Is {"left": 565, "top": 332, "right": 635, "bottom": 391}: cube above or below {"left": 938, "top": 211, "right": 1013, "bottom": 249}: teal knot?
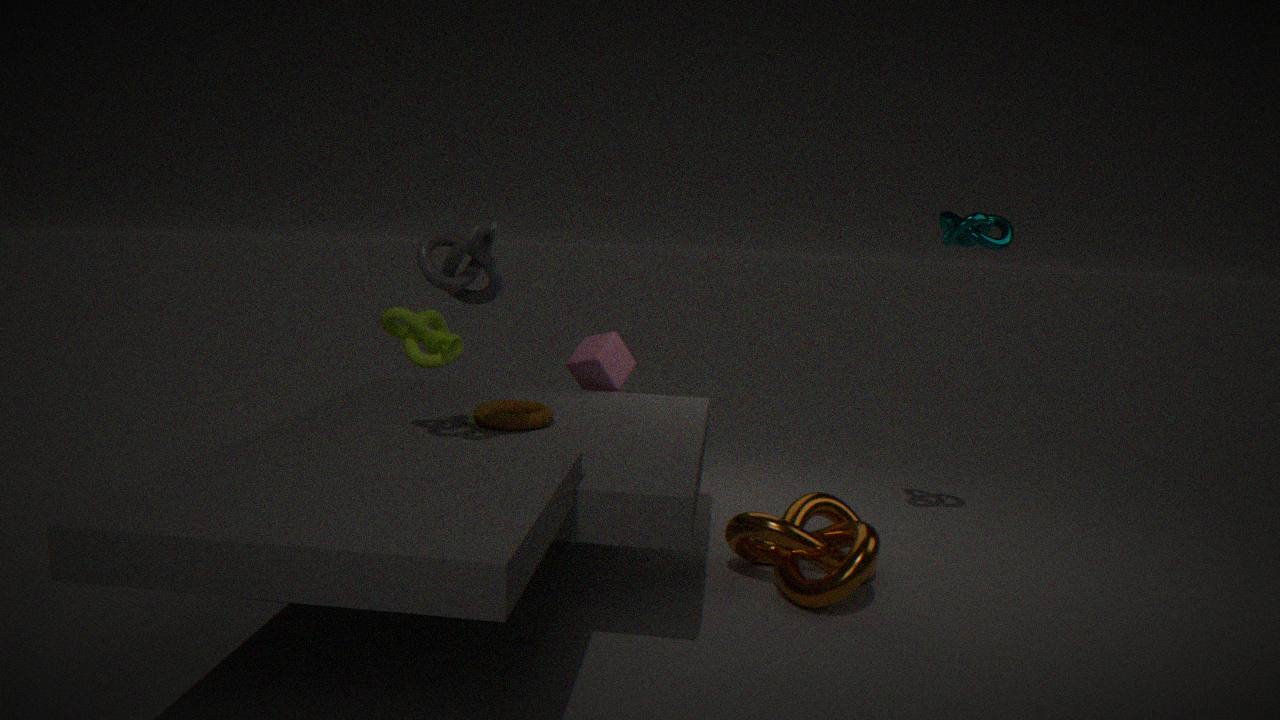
below
